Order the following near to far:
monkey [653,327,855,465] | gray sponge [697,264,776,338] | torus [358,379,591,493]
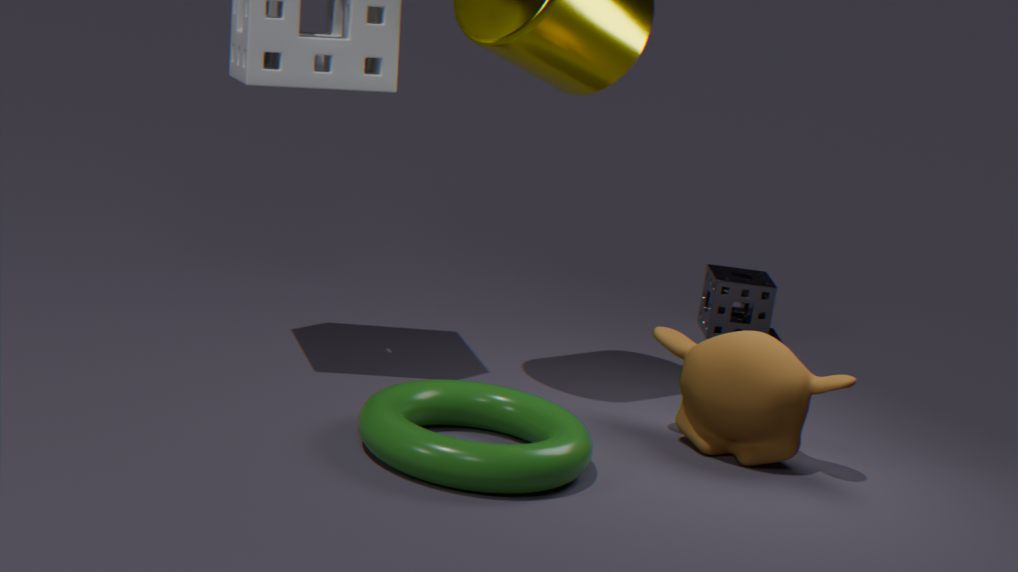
torus [358,379,591,493] < monkey [653,327,855,465] < gray sponge [697,264,776,338]
